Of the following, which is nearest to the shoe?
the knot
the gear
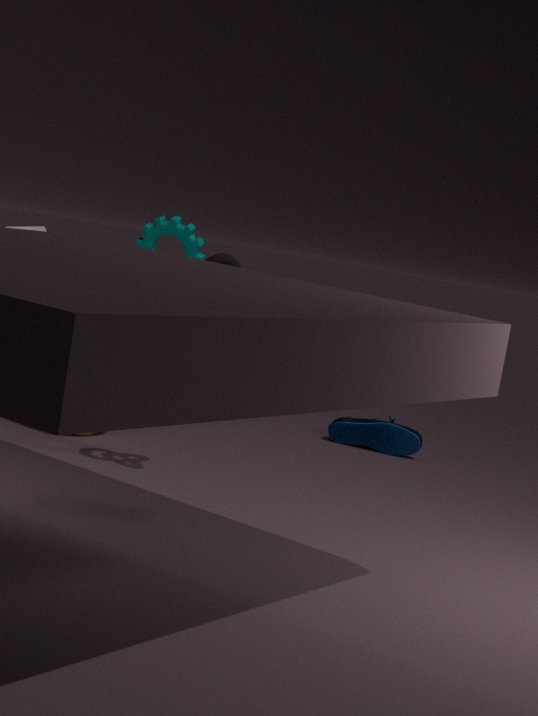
the gear
